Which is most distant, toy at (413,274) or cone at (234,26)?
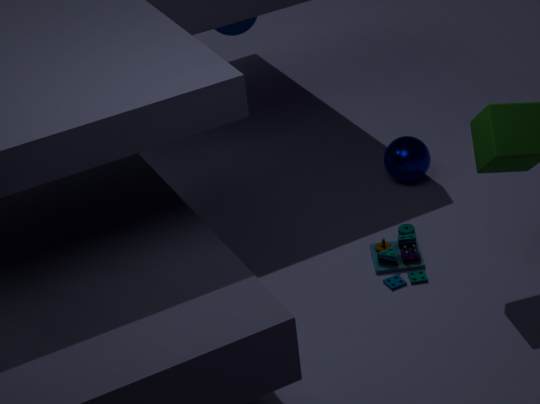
cone at (234,26)
